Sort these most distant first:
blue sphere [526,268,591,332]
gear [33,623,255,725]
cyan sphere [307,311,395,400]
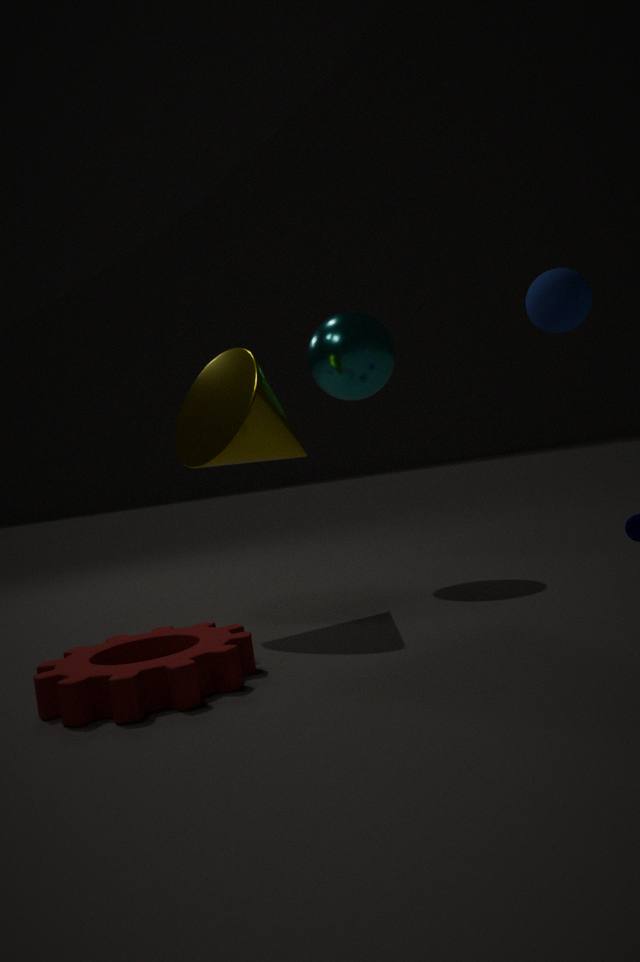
cyan sphere [307,311,395,400]
blue sphere [526,268,591,332]
gear [33,623,255,725]
